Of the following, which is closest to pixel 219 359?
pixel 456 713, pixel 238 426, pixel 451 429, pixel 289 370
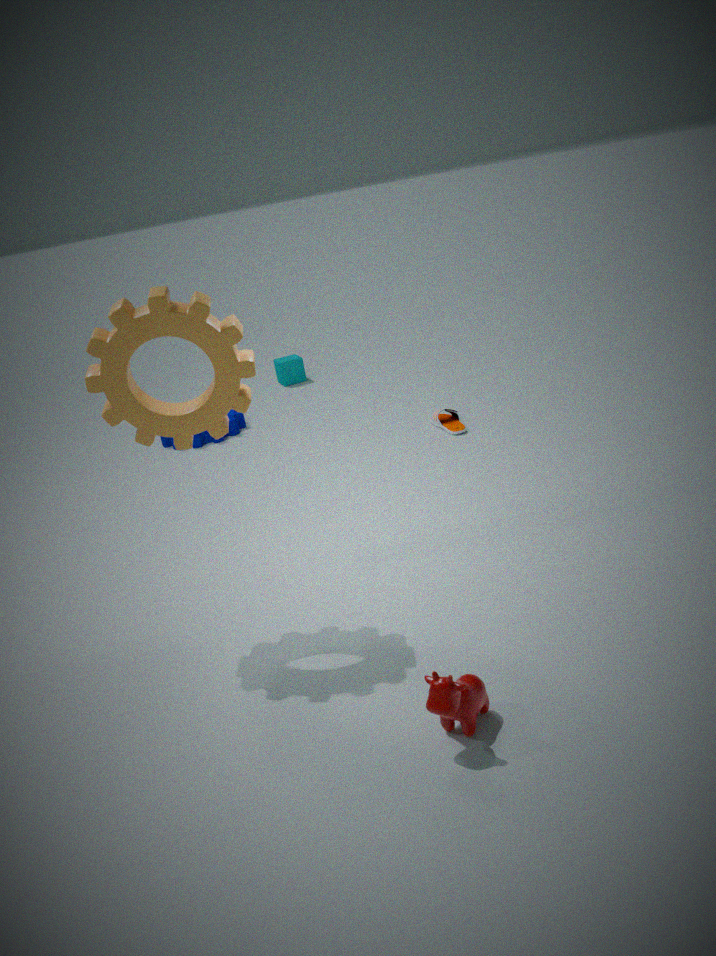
pixel 456 713
